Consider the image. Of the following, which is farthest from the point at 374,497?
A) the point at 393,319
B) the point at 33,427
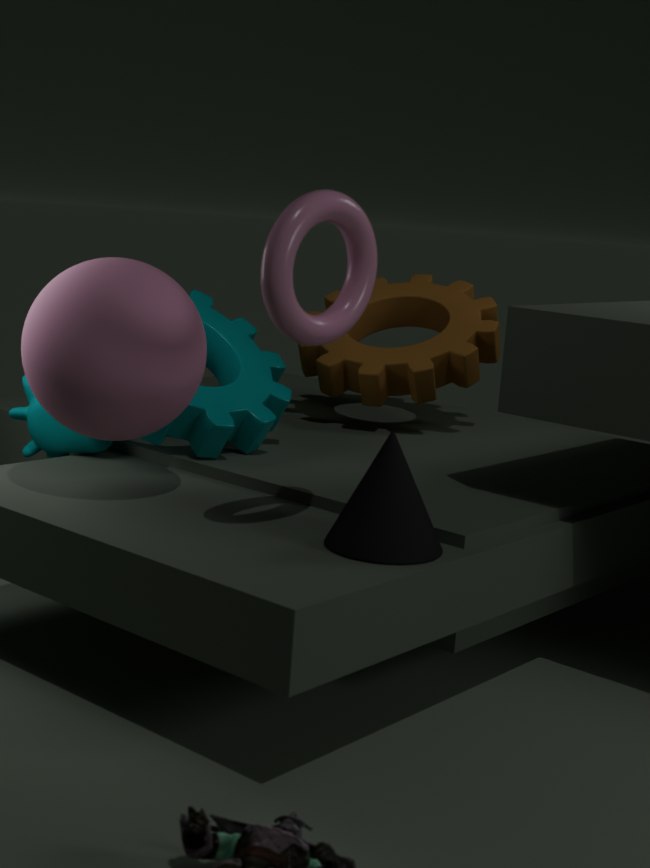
the point at 393,319
